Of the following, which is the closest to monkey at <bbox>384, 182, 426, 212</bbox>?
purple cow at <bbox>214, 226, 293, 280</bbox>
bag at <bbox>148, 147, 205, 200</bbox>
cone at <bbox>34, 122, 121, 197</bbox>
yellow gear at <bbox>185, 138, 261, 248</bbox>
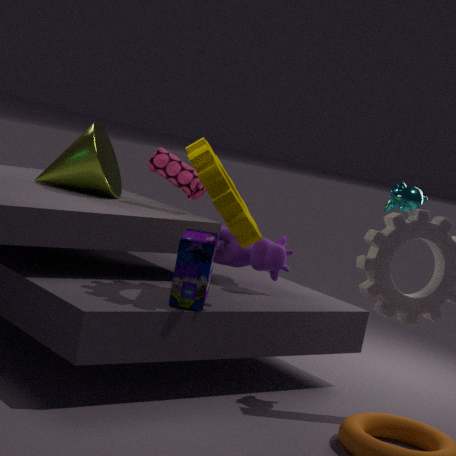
purple cow at <bbox>214, 226, 293, 280</bbox>
